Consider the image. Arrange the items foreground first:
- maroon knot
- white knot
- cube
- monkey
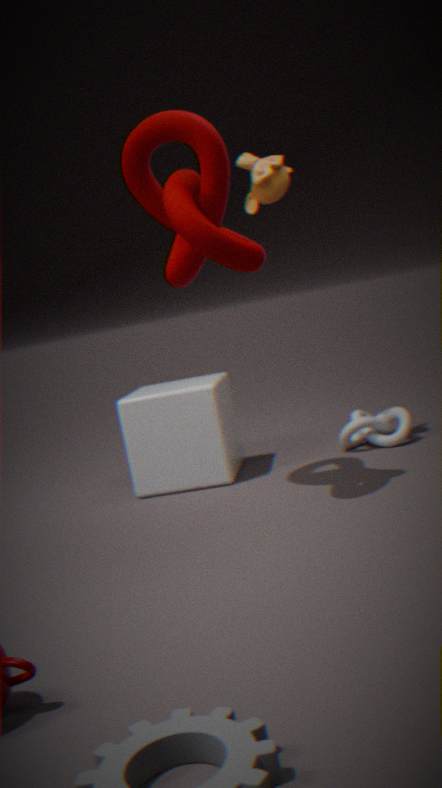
maroon knot < monkey < cube < white knot
